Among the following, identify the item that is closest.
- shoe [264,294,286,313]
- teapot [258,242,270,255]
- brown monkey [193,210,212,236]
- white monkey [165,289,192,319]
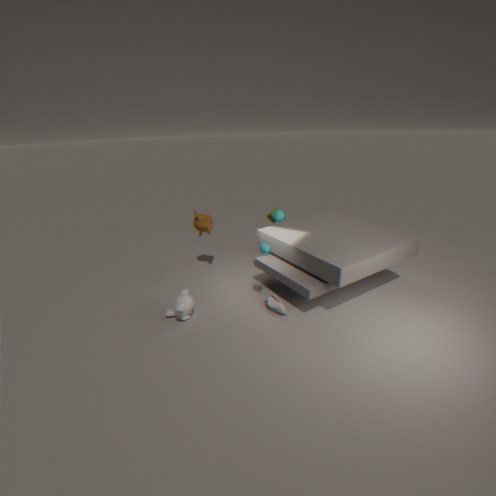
white monkey [165,289,192,319]
